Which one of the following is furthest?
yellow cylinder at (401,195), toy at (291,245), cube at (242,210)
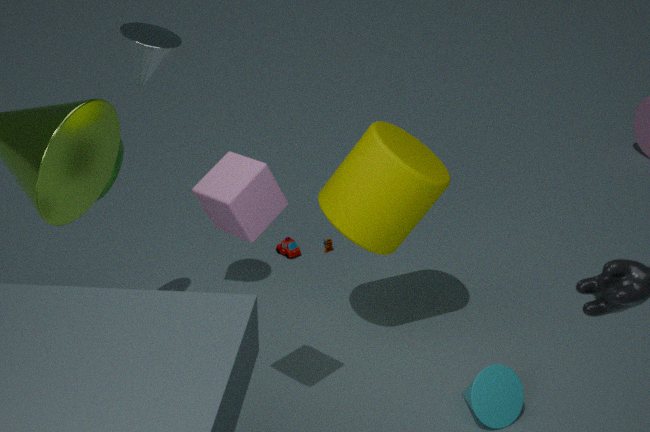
toy at (291,245)
